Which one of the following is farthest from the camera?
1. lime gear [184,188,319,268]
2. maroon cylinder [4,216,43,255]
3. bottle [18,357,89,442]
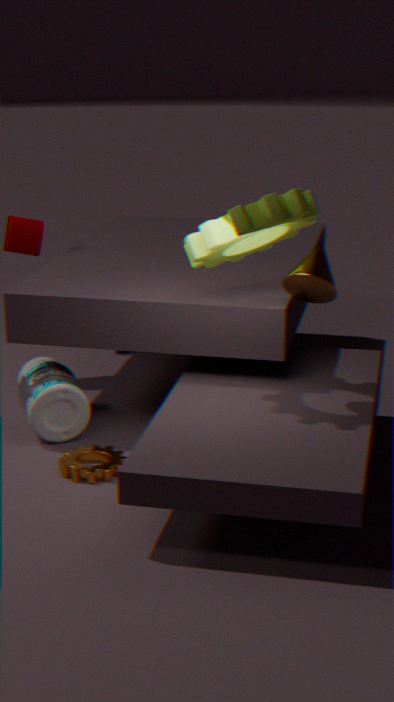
maroon cylinder [4,216,43,255]
